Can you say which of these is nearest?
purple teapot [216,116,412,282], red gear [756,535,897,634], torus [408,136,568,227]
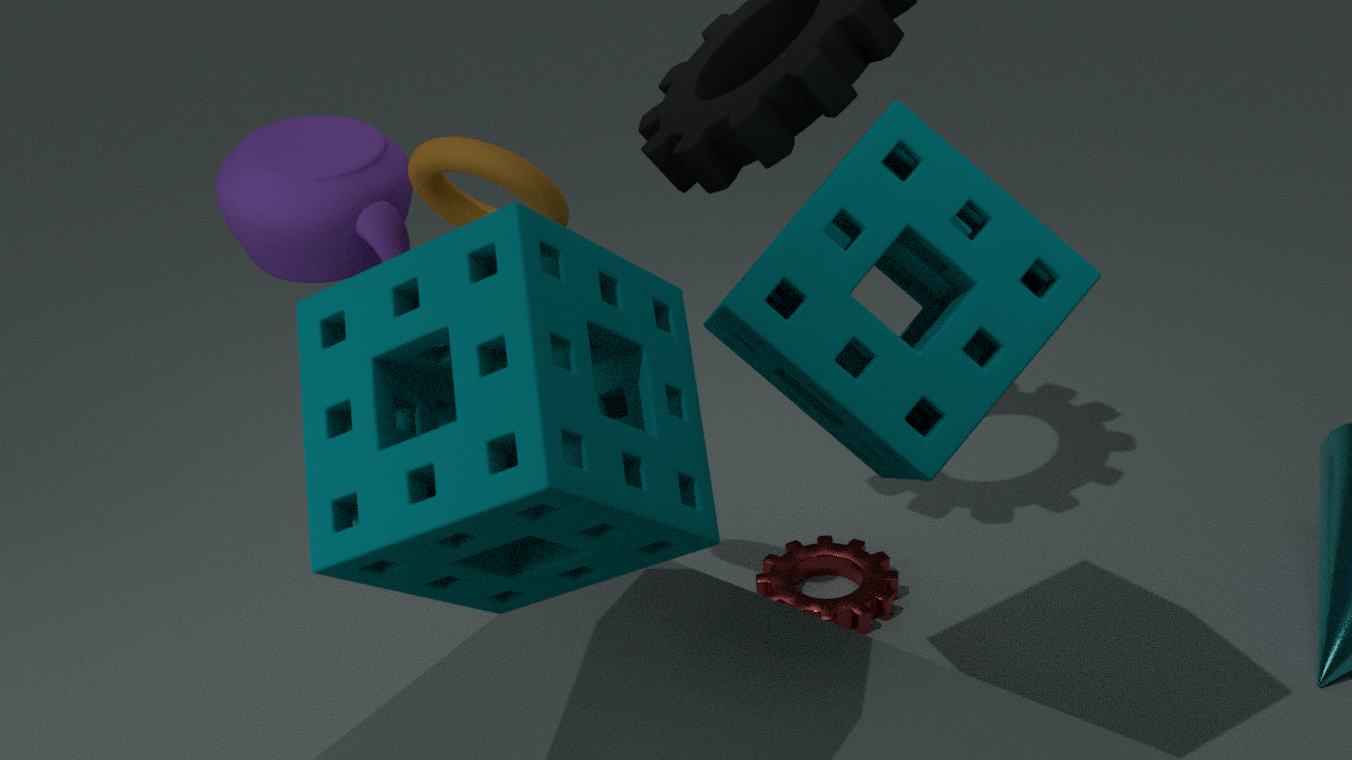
torus [408,136,568,227]
